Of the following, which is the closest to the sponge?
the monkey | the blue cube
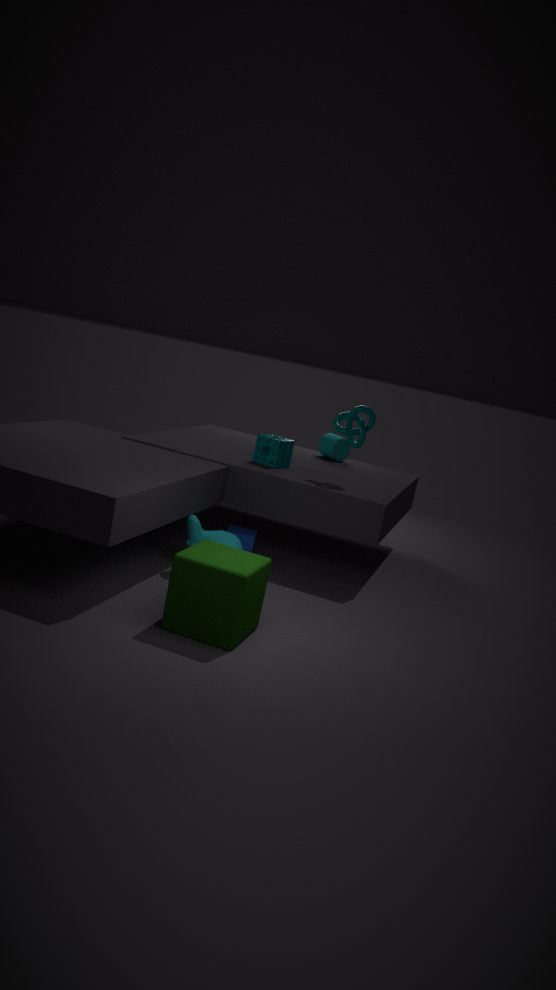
the blue cube
